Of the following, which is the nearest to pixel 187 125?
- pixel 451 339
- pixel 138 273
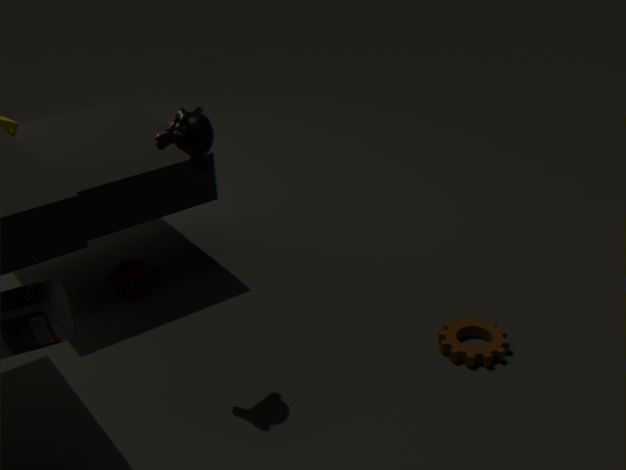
pixel 138 273
